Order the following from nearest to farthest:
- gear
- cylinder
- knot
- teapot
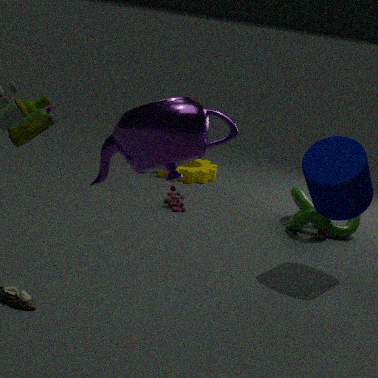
teapot → cylinder → knot → gear
